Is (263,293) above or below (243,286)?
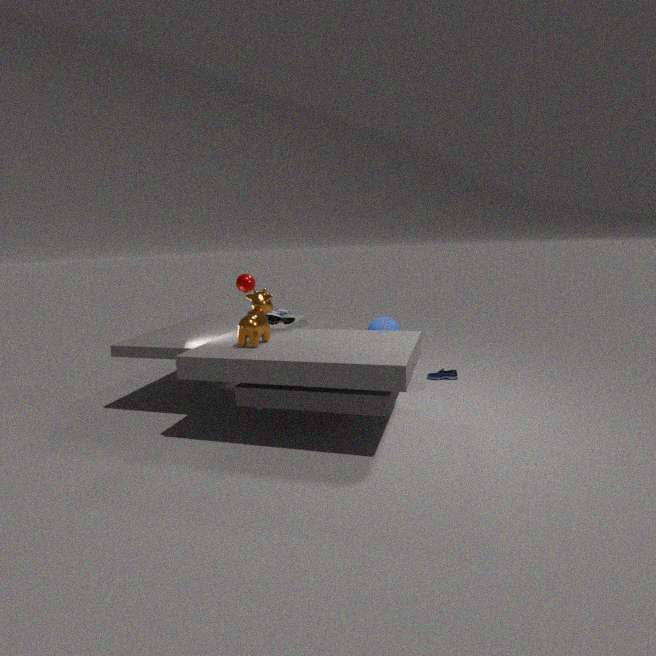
below
